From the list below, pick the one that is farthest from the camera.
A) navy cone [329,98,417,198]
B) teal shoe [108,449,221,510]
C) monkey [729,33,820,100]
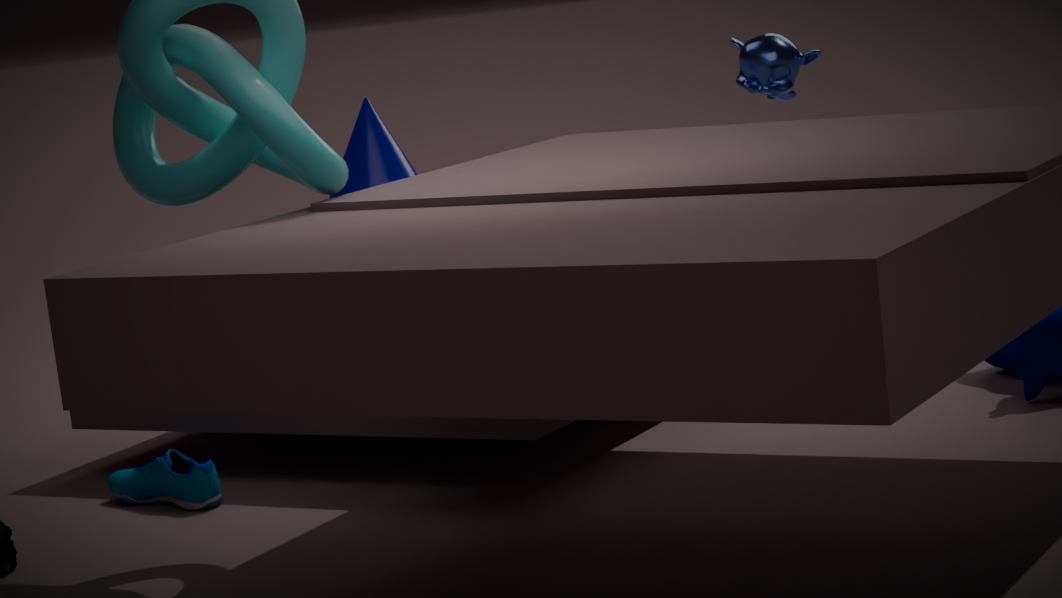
monkey [729,33,820,100]
